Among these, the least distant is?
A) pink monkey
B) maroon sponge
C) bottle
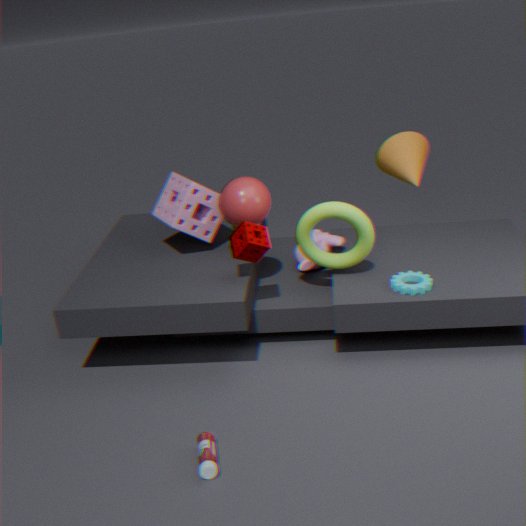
C. bottle
